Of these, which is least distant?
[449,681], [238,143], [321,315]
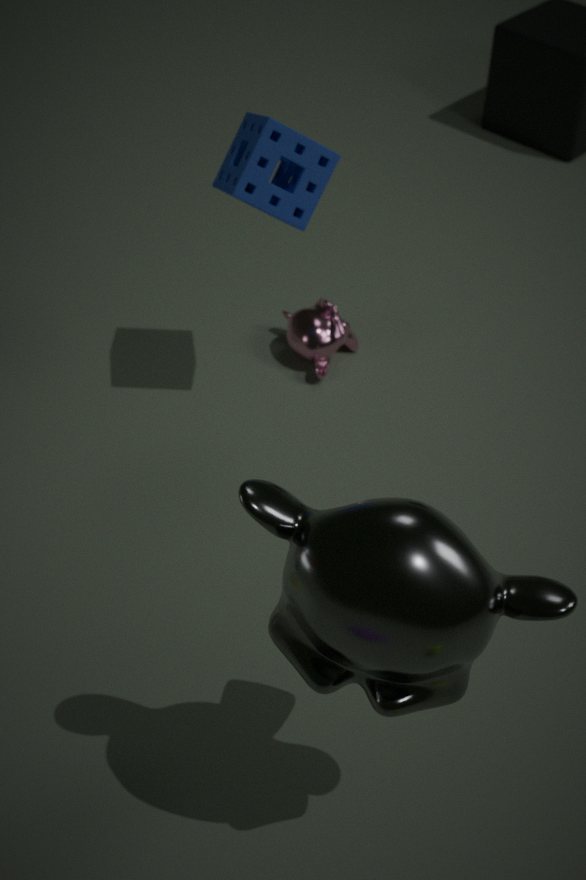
[449,681]
